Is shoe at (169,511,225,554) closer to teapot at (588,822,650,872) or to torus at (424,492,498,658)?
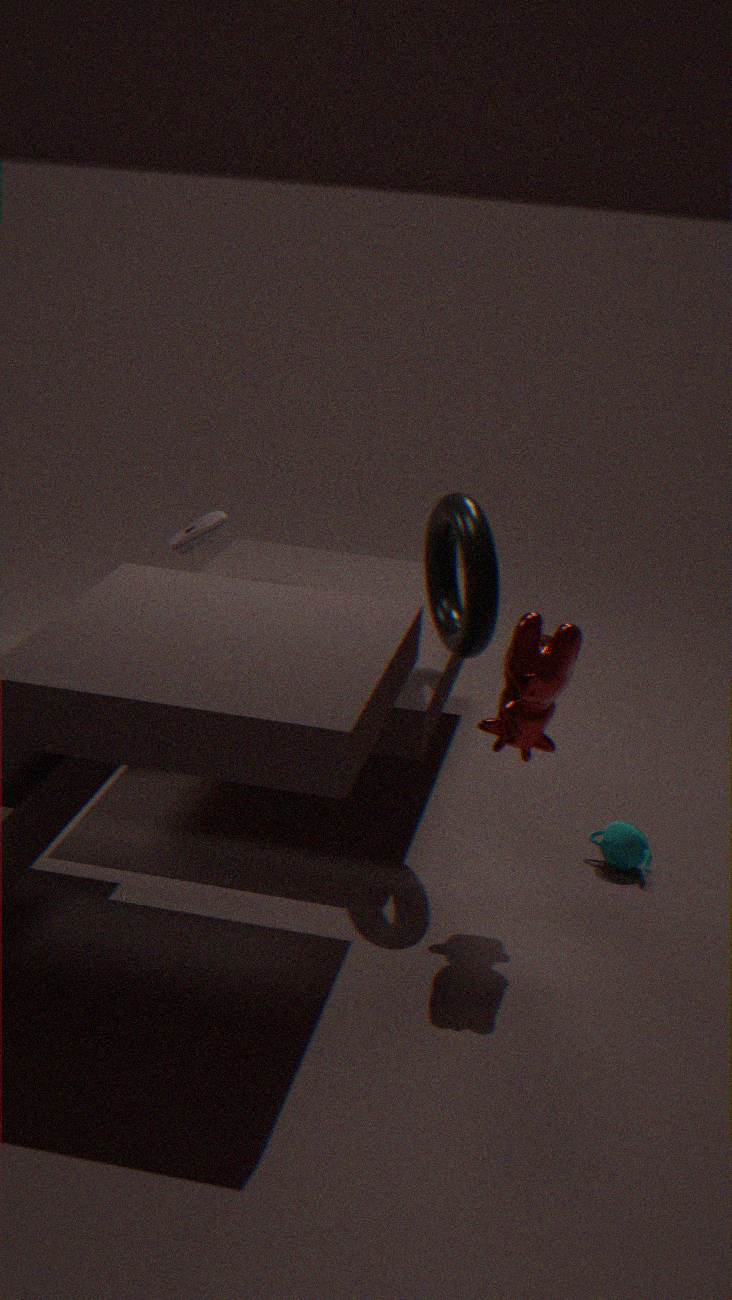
torus at (424,492,498,658)
